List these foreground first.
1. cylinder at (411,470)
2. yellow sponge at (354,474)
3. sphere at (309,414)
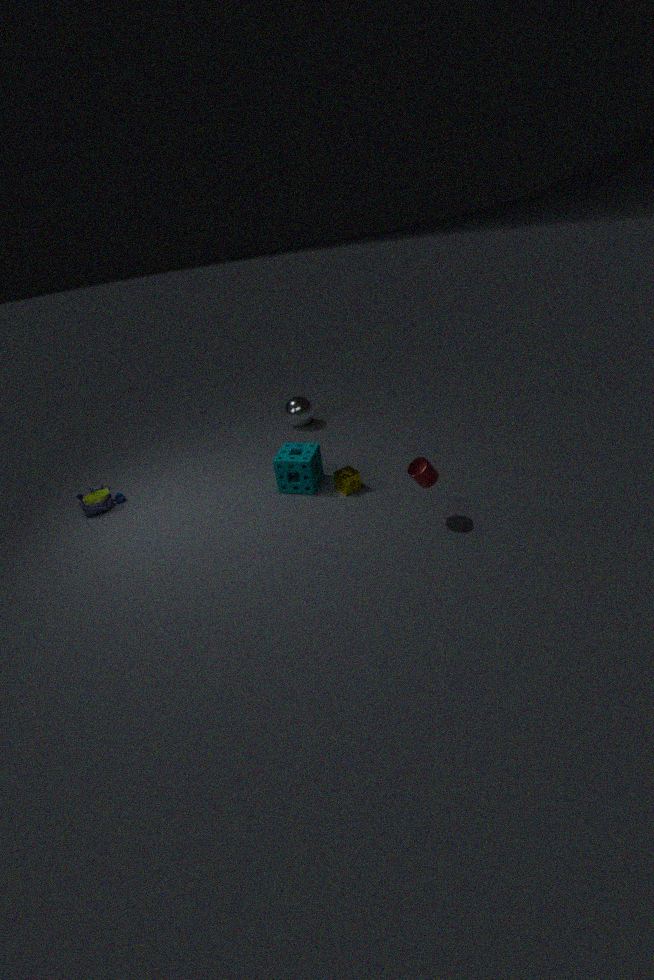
cylinder at (411,470), yellow sponge at (354,474), sphere at (309,414)
